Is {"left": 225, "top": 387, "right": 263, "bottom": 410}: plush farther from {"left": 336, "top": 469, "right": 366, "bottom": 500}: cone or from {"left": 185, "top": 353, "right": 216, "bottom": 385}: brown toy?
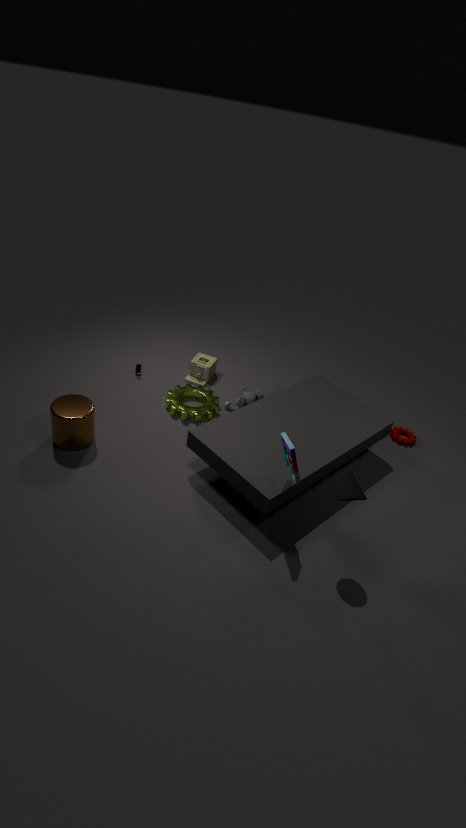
{"left": 336, "top": 469, "right": 366, "bottom": 500}: cone
